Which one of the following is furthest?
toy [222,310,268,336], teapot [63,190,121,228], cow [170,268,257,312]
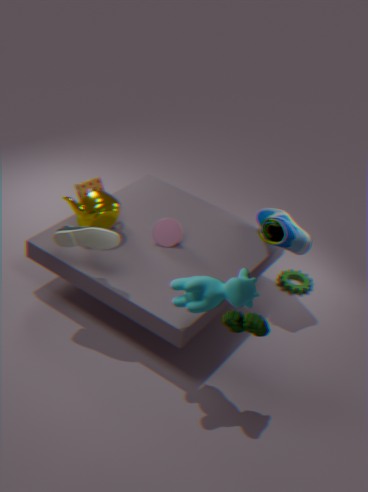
teapot [63,190,121,228]
